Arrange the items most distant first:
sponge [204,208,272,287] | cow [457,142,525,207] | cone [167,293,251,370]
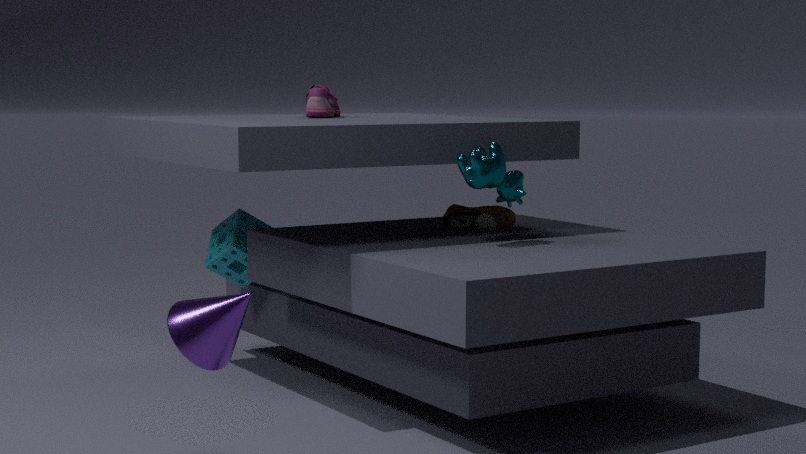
sponge [204,208,272,287] → cow [457,142,525,207] → cone [167,293,251,370]
